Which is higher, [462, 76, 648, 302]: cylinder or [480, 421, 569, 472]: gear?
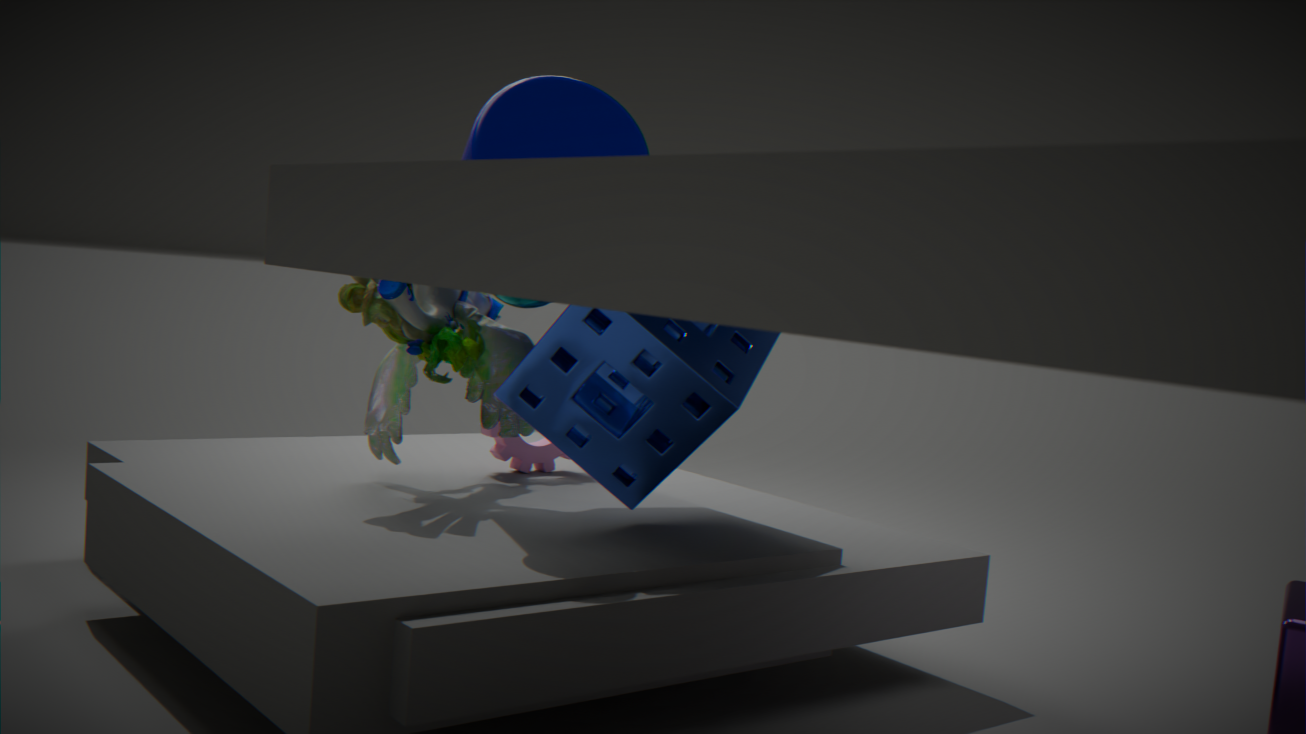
[462, 76, 648, 302]: cylinder
